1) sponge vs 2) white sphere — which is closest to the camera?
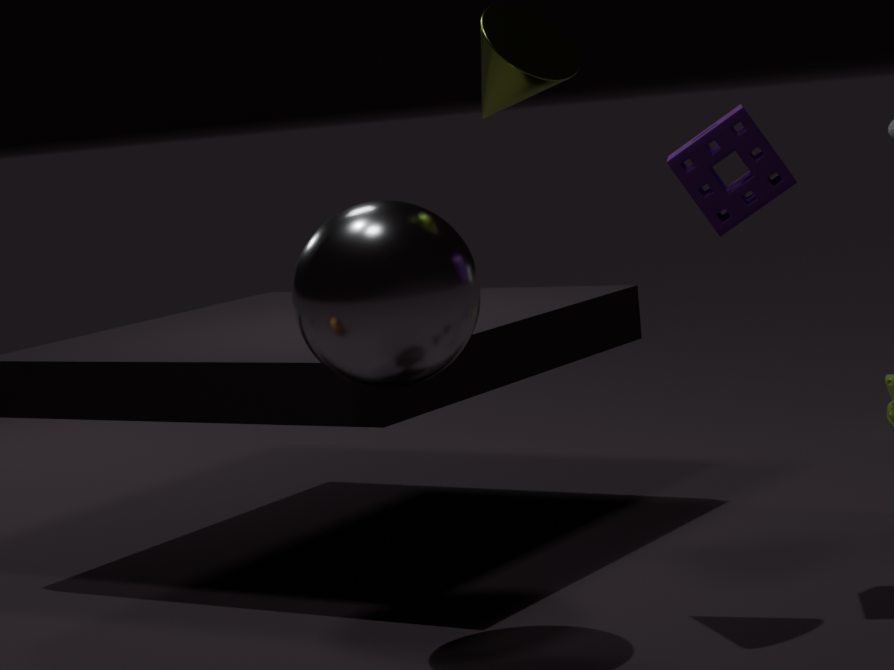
2. white sphere
